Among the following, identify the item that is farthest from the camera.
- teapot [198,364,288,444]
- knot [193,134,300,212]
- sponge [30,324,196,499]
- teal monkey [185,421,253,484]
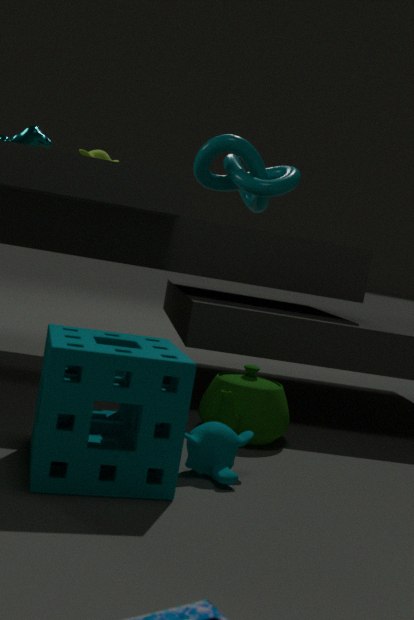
knot [193,134,300,212]
